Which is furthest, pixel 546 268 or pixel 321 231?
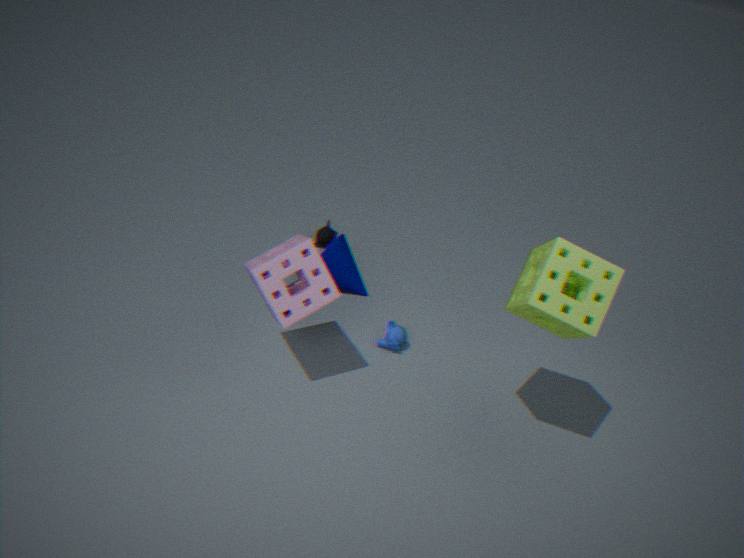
pixel 321 231
